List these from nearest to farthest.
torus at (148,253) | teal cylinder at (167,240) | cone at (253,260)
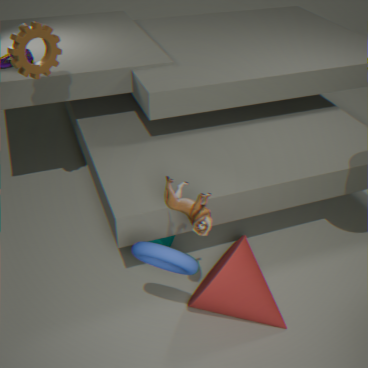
torus at (148,253) → cone at (253,260) → teal cylinder at (167,240)
